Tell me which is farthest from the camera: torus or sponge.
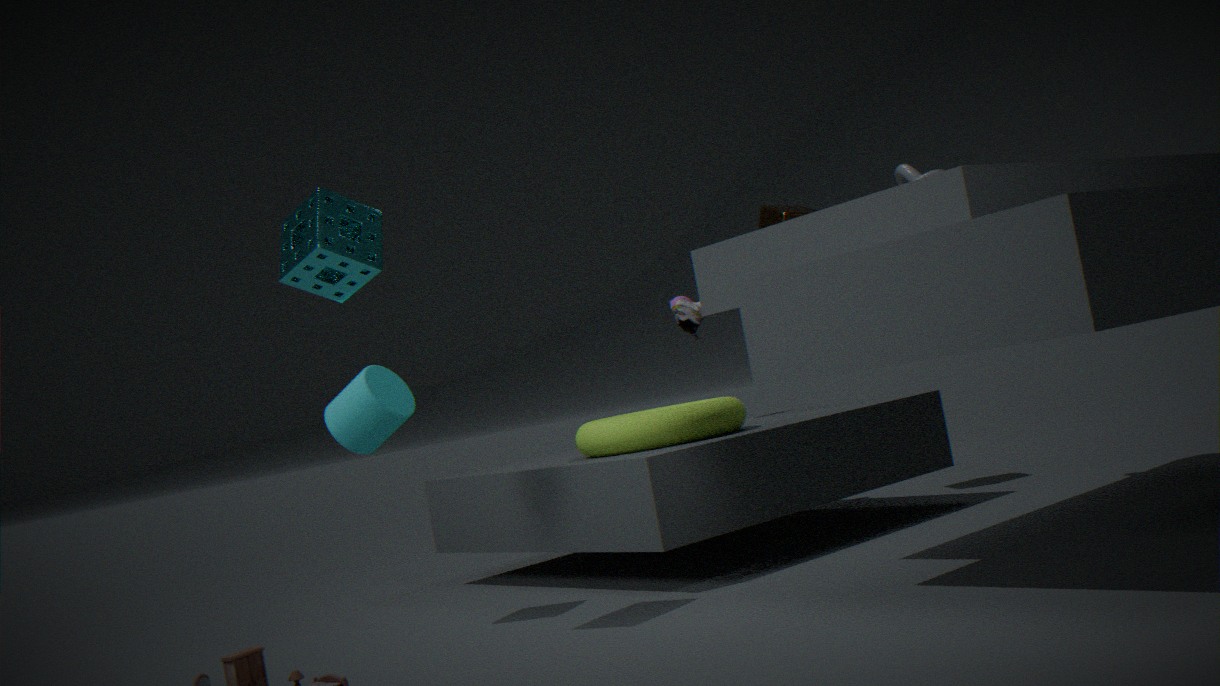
torus
